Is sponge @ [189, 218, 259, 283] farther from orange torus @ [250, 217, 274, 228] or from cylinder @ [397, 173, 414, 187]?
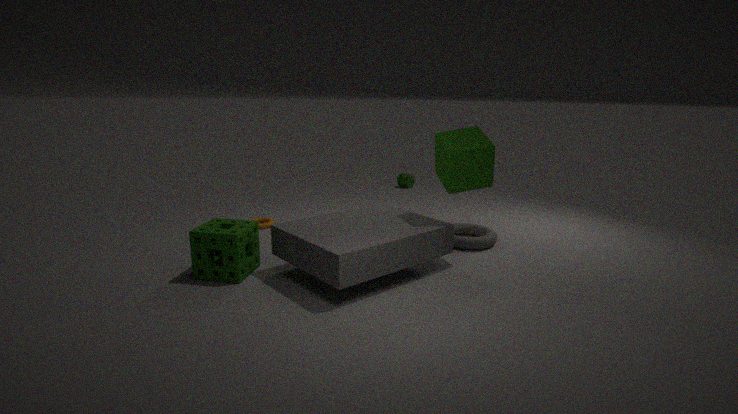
cylinder @ [397, 173, 414, 187]
